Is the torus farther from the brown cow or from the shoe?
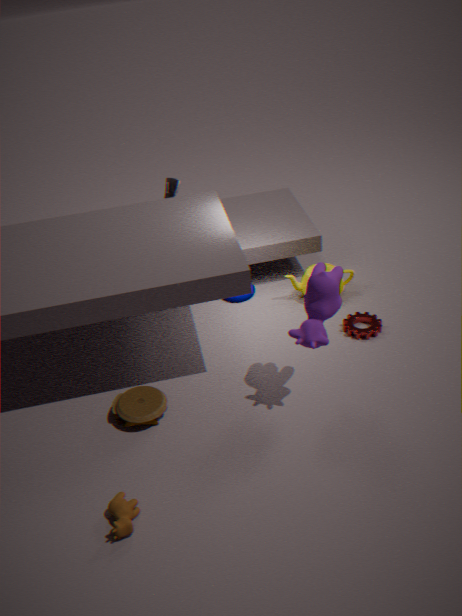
the brown cow
